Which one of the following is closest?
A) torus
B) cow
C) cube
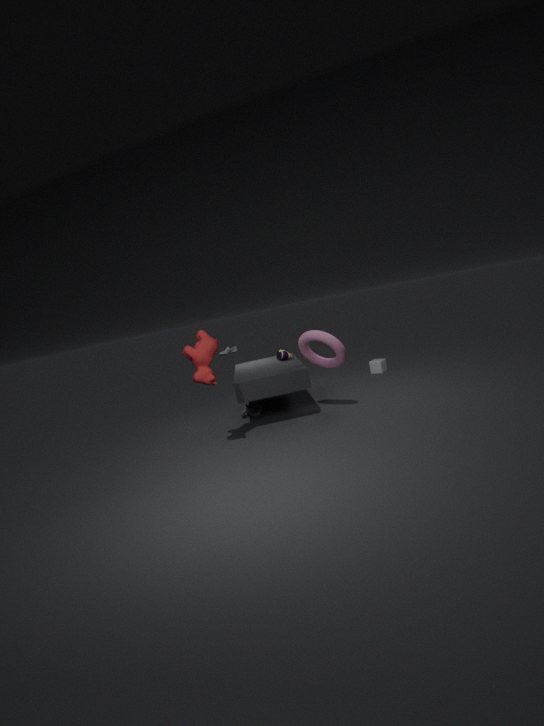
cow
